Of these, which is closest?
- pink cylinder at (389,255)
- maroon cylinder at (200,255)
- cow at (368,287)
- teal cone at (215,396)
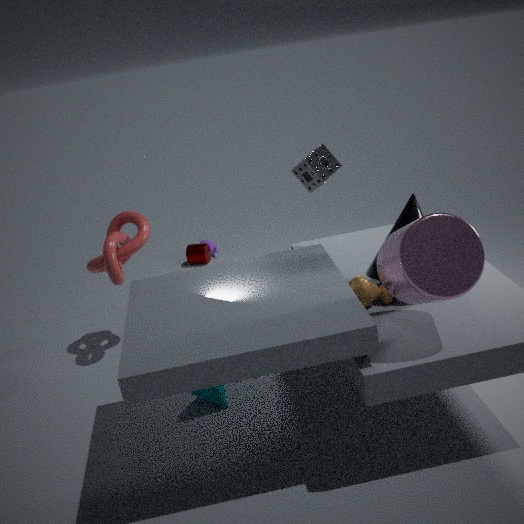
pink cylinder at (389,255)
